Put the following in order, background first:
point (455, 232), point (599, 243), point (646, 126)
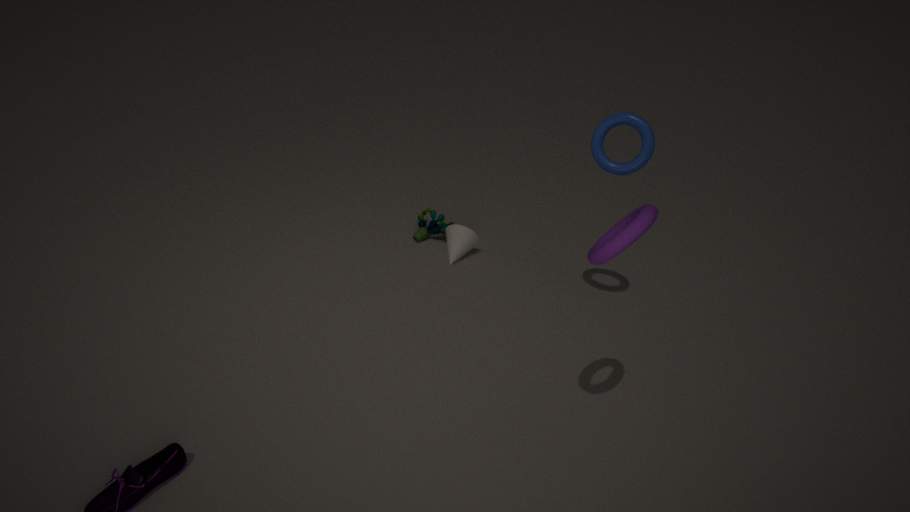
point (455, 232) < point (646, 126) < point (599, 243)
